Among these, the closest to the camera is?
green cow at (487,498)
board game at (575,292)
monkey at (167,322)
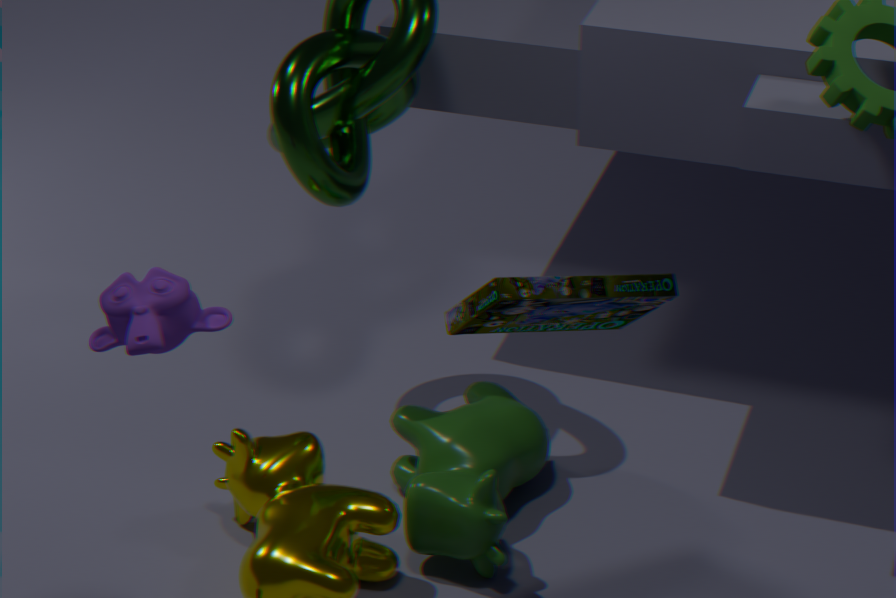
board game at (575,292)
